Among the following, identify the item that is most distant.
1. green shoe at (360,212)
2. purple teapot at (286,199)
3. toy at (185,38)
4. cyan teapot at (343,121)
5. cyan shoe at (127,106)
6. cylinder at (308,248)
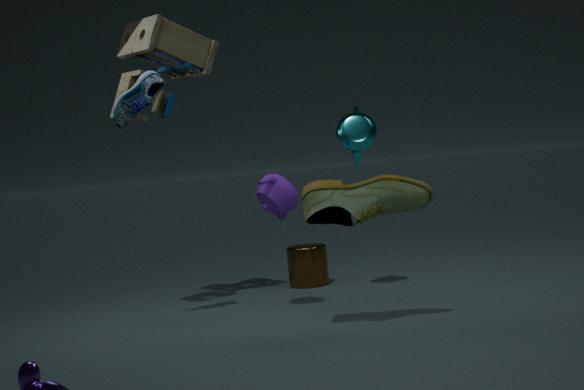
cylinder at (308,248)
